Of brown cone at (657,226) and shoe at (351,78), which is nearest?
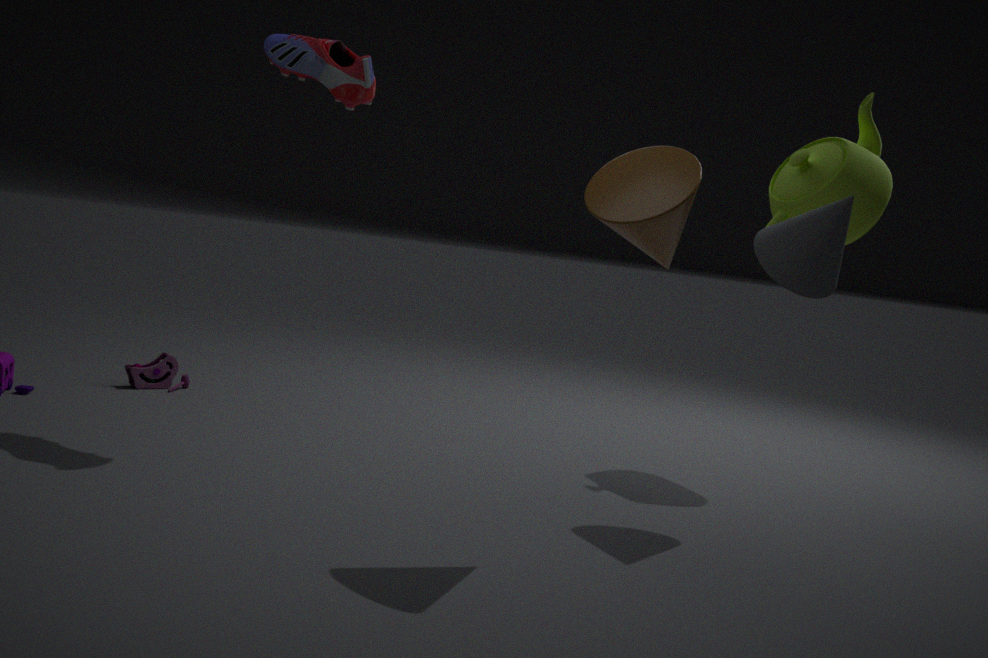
brown cone at (657,226)
